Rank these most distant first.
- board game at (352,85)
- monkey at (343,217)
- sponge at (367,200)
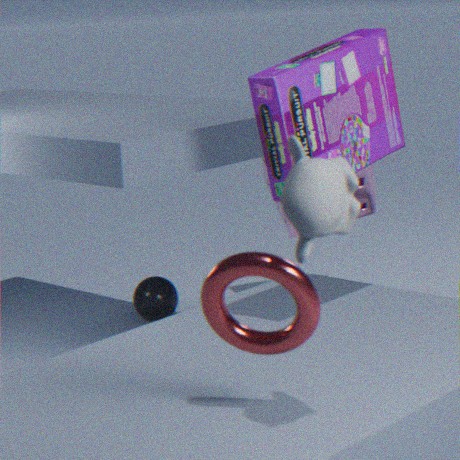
1. sponge at (367,200)
2. board game at (352,85)
3. monkey at (343,217)
